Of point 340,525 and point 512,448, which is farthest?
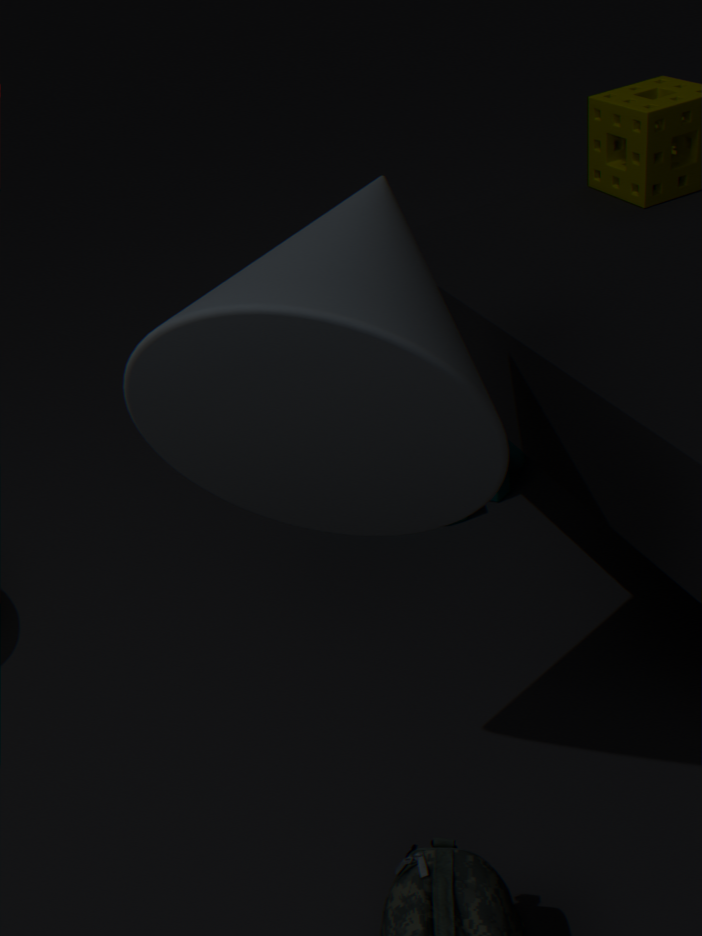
point 512,448
